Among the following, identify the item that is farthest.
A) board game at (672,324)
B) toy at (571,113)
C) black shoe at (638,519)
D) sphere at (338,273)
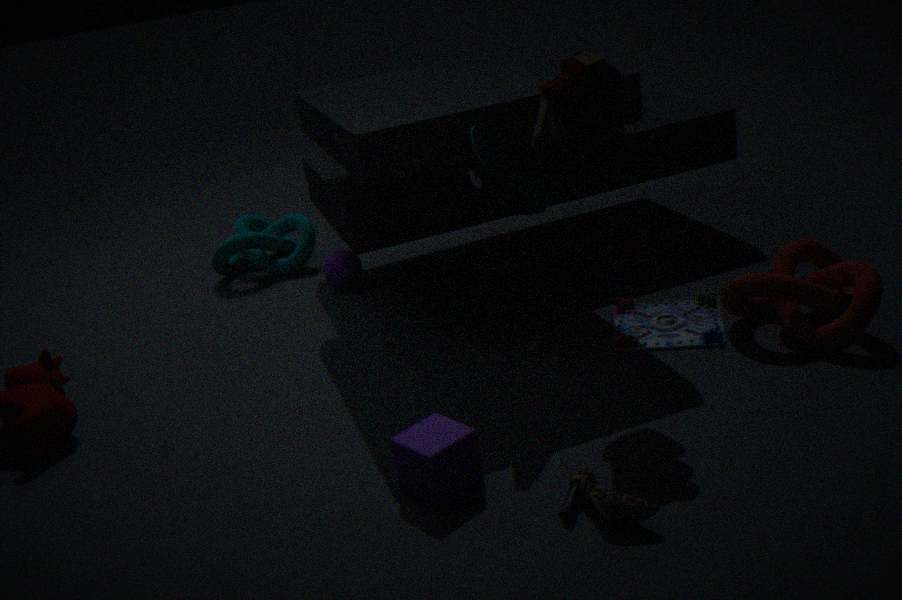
sphere at (338,273)
